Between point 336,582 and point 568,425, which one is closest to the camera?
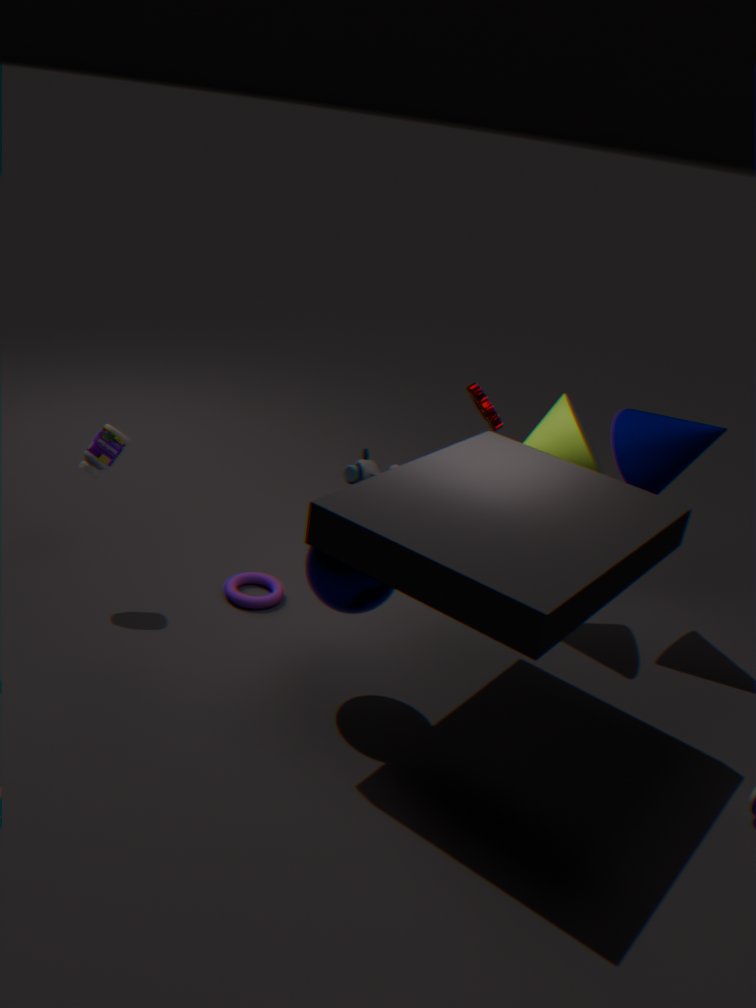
point 336,582
